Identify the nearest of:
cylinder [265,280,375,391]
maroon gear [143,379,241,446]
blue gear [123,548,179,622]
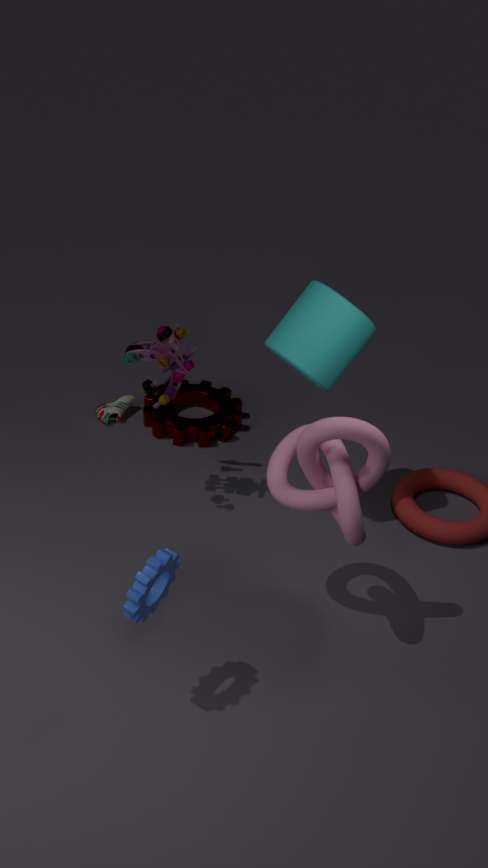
blue gear [123,548,179,622]
